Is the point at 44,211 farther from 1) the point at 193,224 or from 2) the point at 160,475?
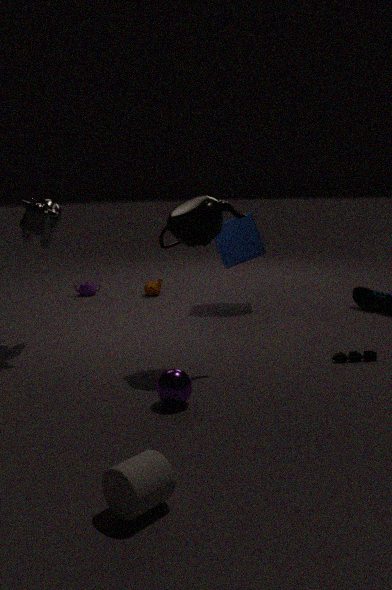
2) the point at 160,475
